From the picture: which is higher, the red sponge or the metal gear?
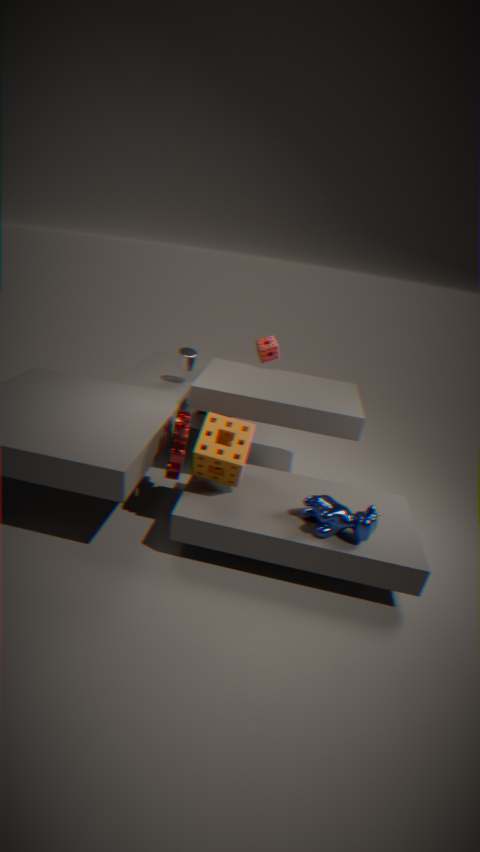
the red sponge
